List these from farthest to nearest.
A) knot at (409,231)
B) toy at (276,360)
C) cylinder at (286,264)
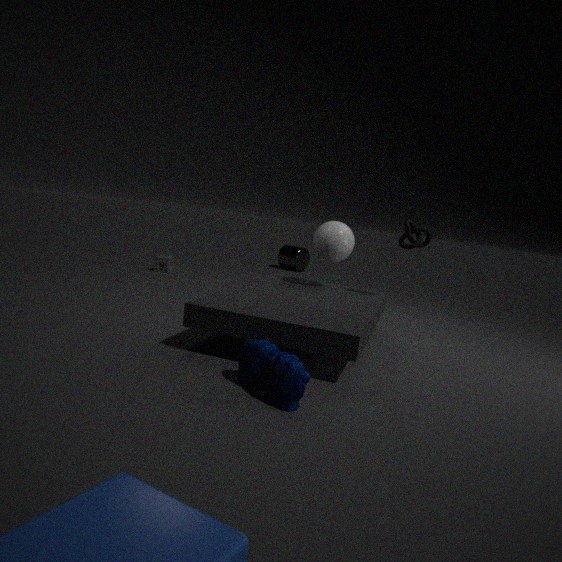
1. C. cylinder at (286,264)
2. A. knot at (409,231)
3. B. toy at (276,360)
